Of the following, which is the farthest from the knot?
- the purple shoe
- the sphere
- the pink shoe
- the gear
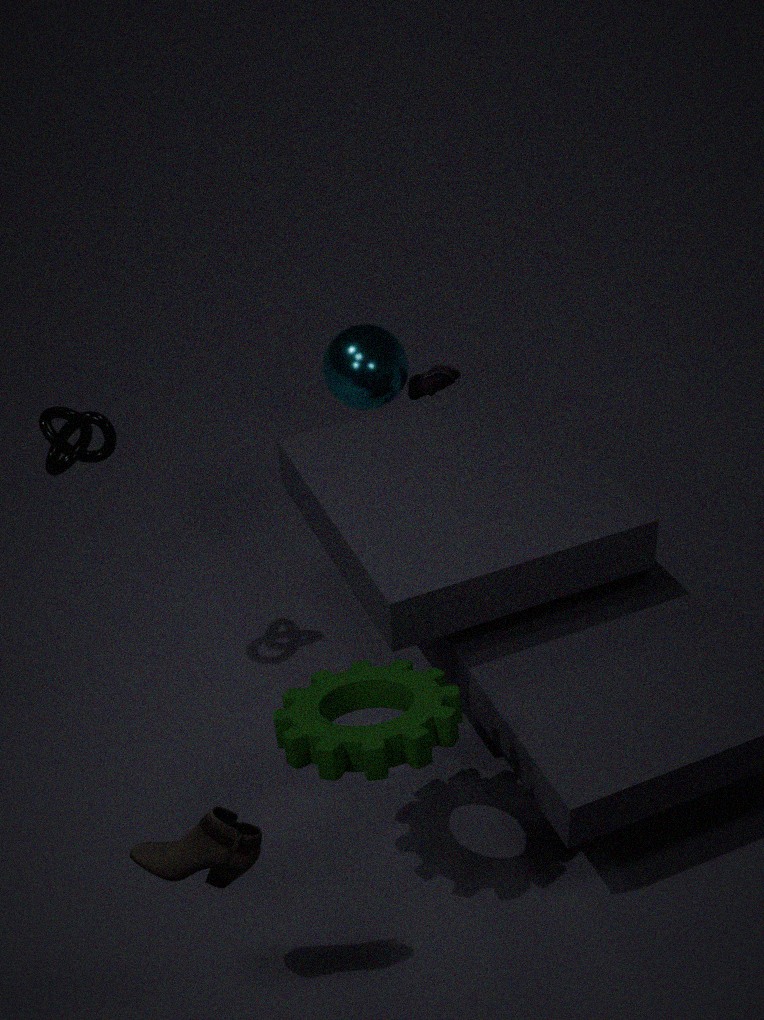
the purple shoe
